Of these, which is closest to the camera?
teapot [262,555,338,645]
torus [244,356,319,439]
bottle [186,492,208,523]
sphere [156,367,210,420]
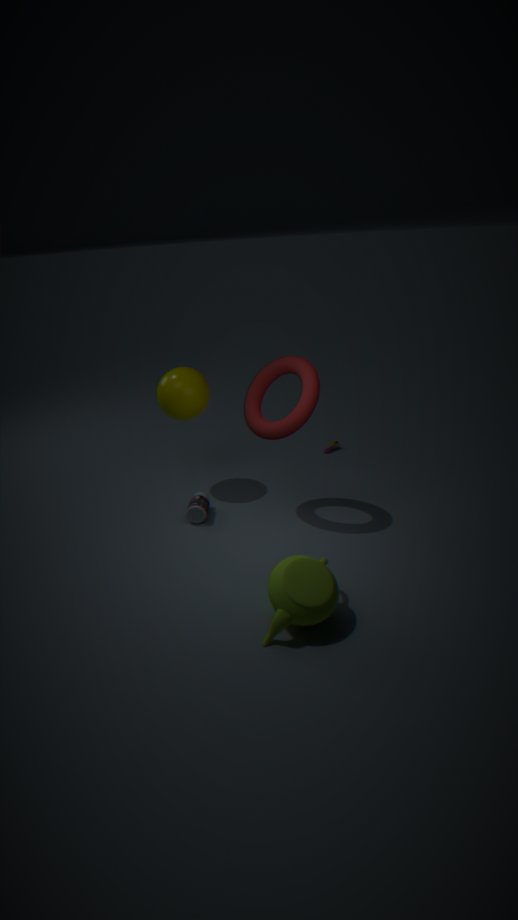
teapot [262,555,338,645]
